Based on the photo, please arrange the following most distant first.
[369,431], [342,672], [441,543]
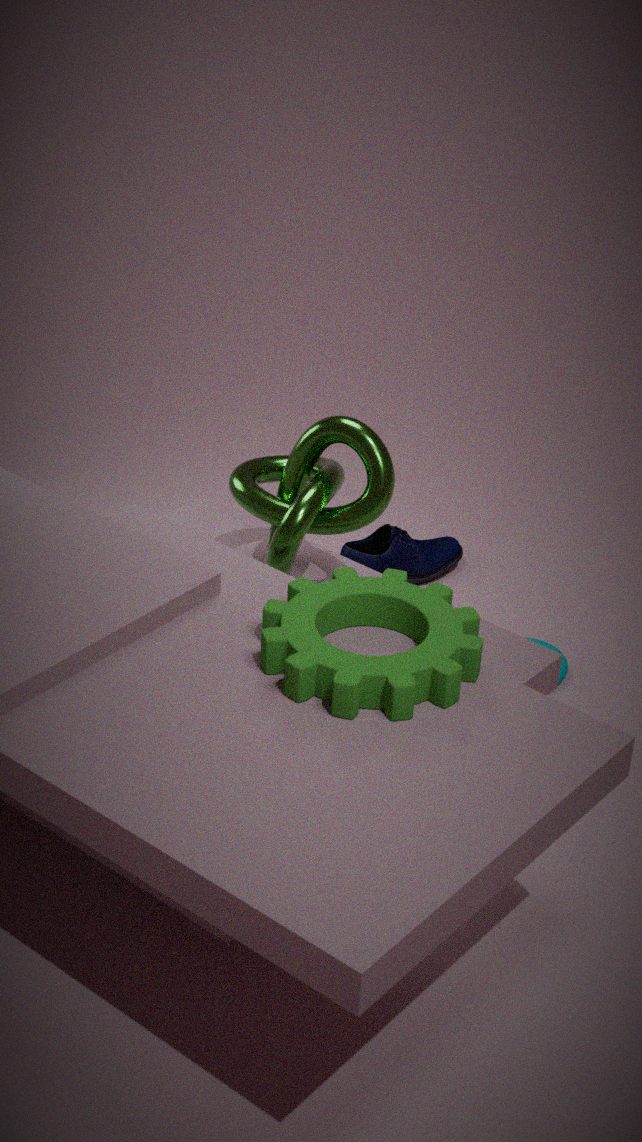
[441,543] < [369,431] < [342,672]
